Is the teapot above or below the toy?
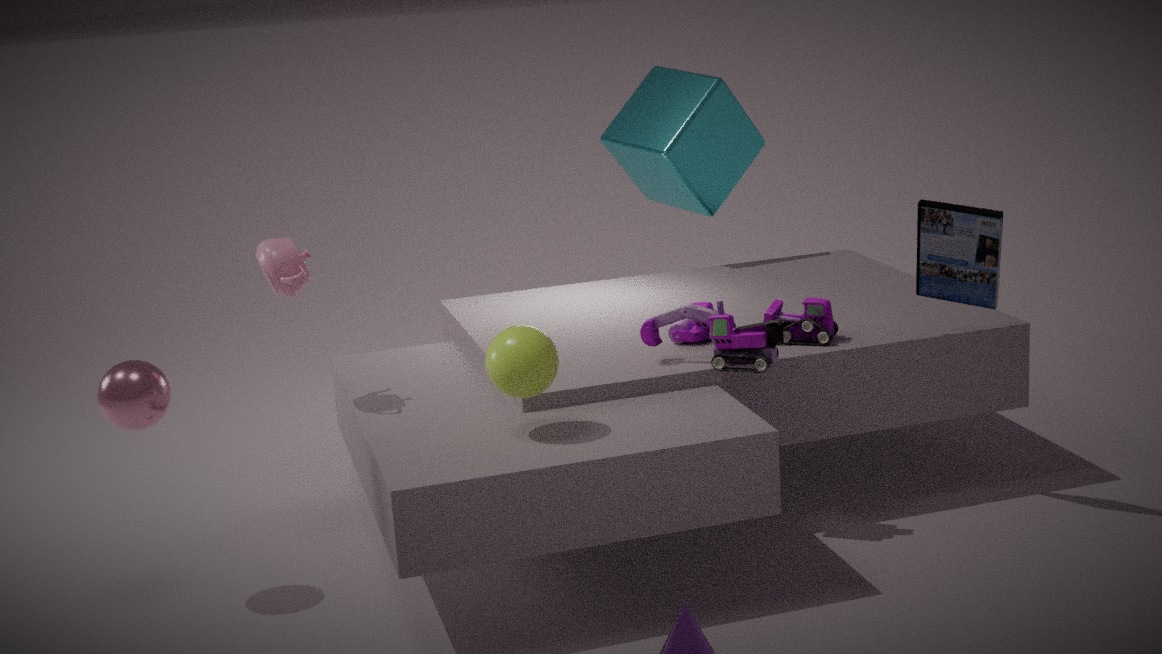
→ above
